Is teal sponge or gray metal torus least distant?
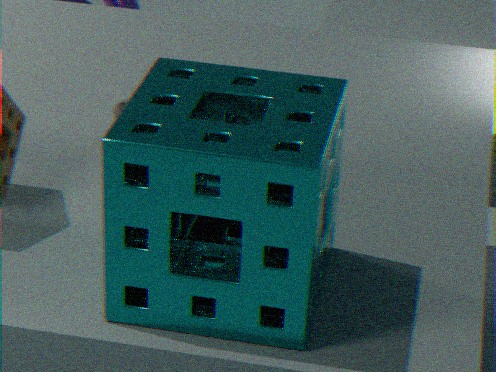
teal sponge
